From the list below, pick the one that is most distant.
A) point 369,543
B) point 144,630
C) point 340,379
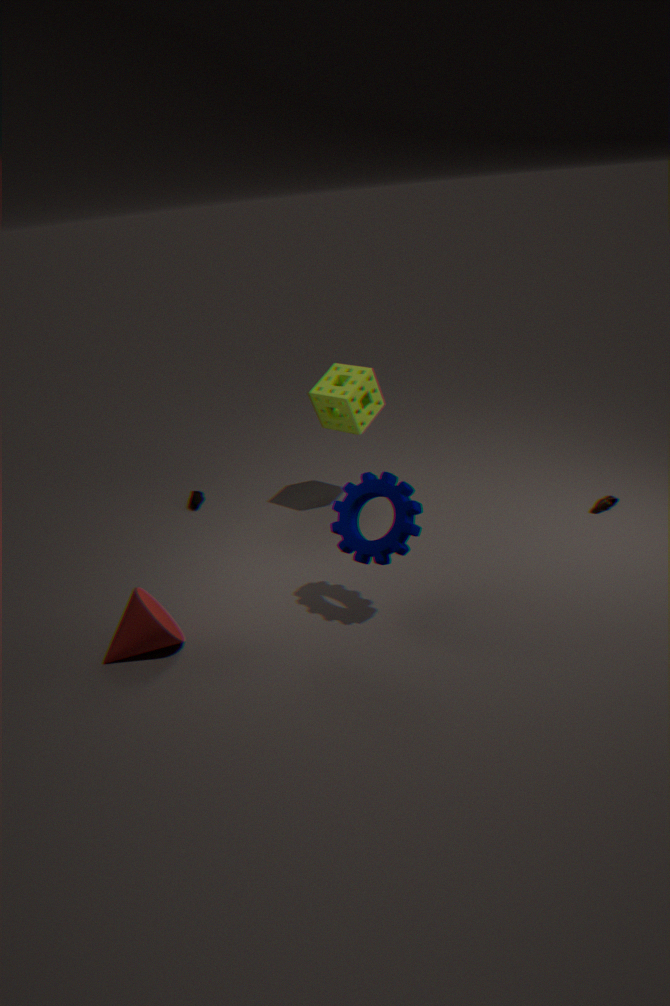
point 340,379
